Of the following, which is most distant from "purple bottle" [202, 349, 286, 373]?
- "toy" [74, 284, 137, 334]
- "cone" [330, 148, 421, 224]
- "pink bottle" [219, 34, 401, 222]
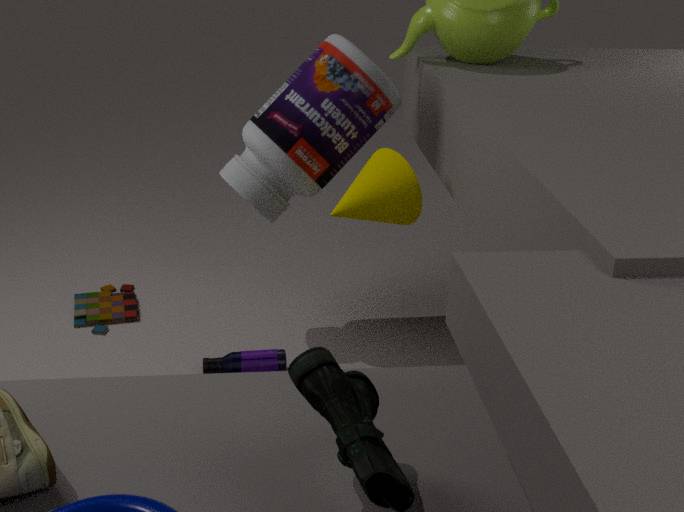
"cone" [330, 148, 421, 224]
